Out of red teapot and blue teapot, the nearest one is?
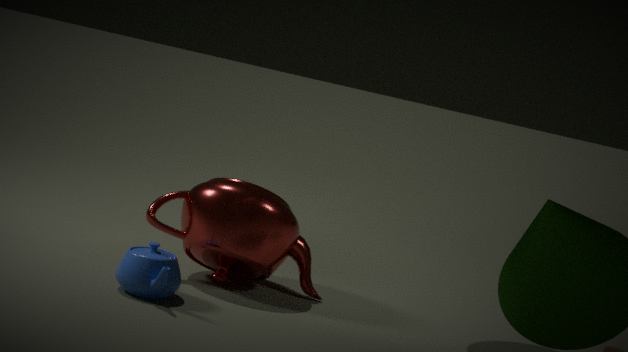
blue teapot
